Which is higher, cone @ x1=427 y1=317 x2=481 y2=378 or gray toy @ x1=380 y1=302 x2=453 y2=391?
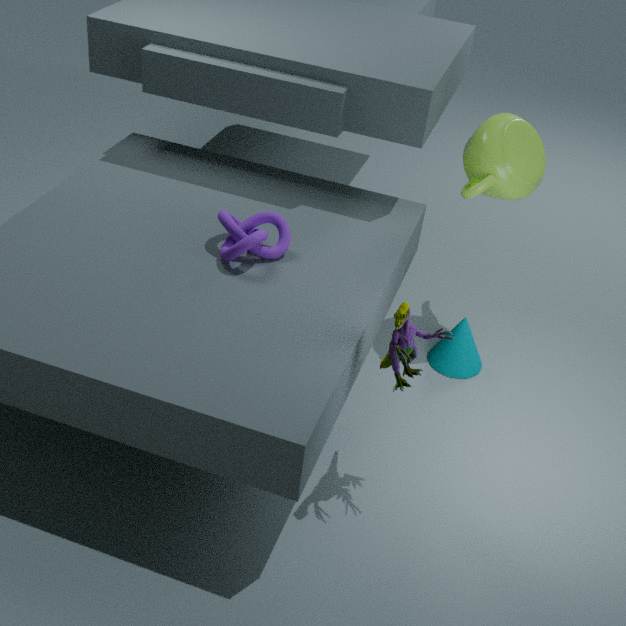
gray toy @ x1=380 y1=302 x2=453 y2=391
